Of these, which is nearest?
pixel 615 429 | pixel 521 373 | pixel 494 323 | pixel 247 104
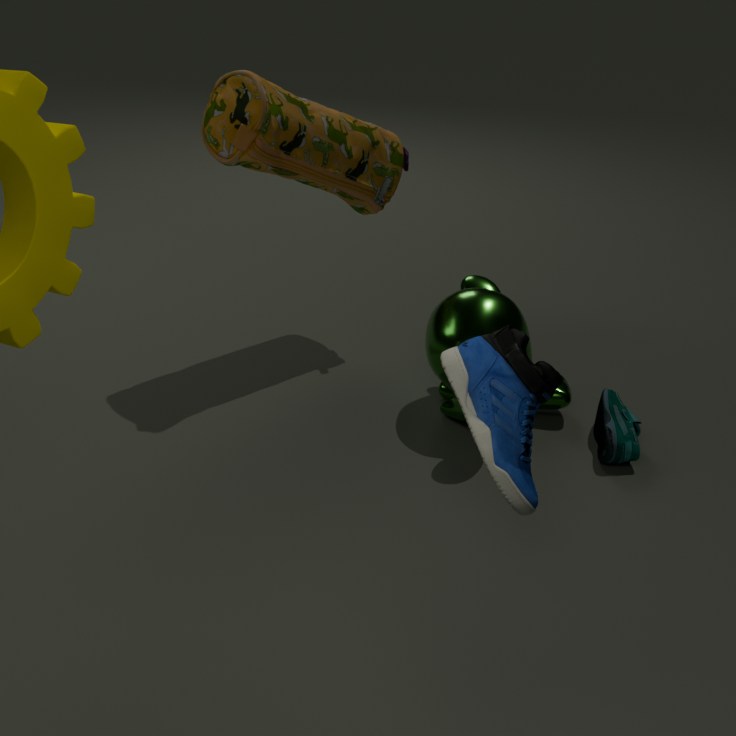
pixel 521 373
